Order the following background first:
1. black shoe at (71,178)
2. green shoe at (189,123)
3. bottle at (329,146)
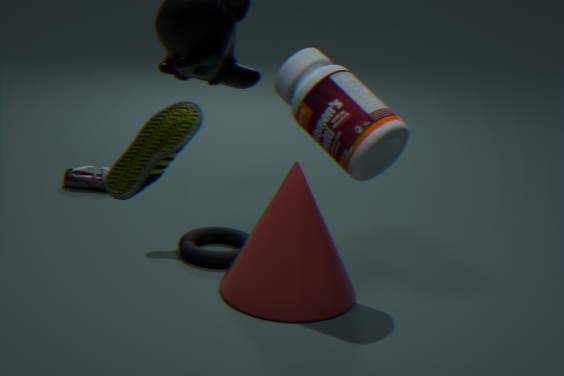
black shoe at (71,178), bottle at (329,146), green shoe at (189,123)
